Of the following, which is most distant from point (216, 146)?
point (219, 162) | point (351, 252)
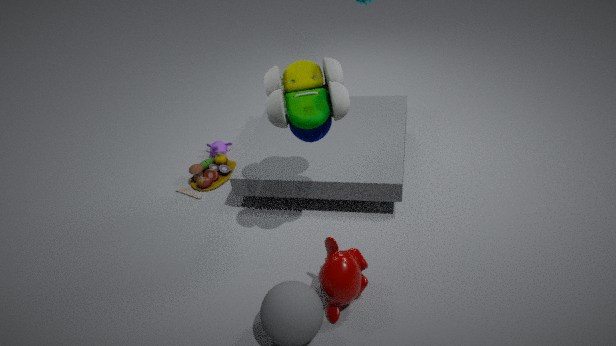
point (351, 252)
